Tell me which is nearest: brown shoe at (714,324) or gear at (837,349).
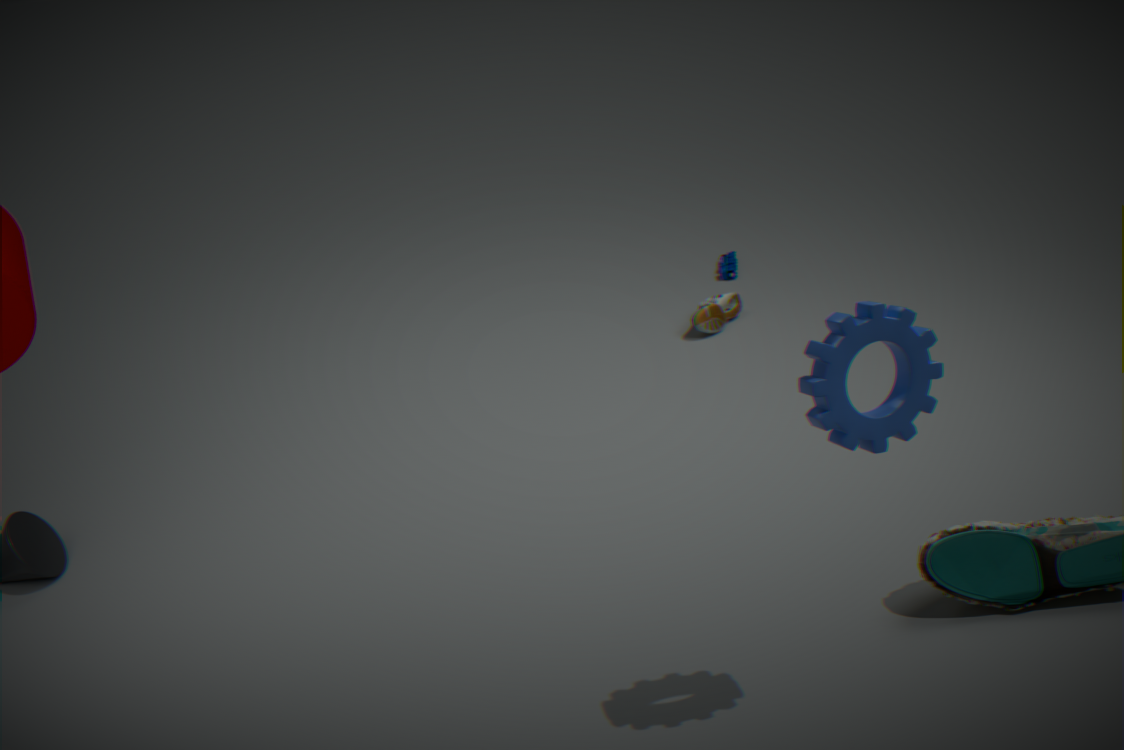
gear at (837,349)
